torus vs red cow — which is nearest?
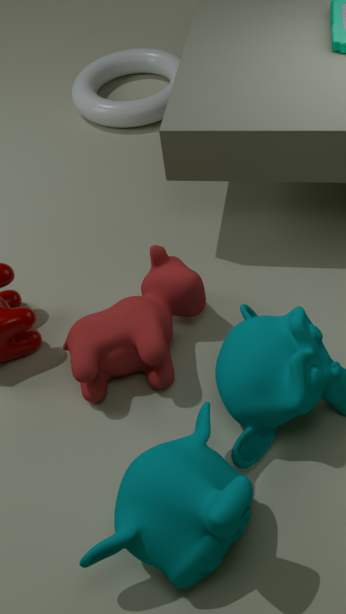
red cow
